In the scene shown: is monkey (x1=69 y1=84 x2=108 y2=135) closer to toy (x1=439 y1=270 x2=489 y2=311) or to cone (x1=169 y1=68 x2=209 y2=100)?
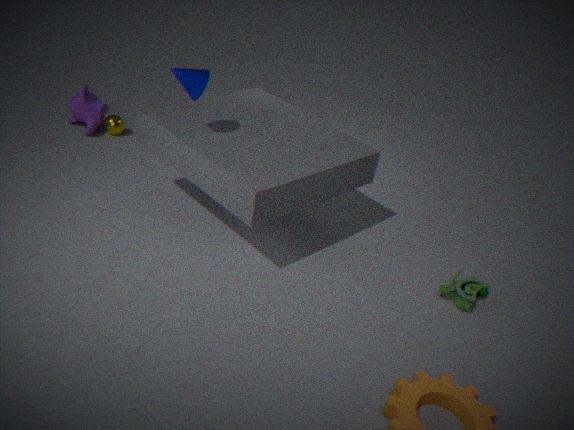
cone (x1=169 y1=68 x2=209 y2=100)
